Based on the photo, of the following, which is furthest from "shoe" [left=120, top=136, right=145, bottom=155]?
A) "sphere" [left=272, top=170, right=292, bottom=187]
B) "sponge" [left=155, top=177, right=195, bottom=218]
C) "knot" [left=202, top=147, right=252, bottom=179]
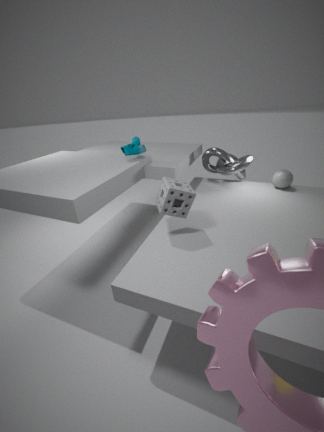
"sphere" [left=272, top=170, right=292, bottom=187]
